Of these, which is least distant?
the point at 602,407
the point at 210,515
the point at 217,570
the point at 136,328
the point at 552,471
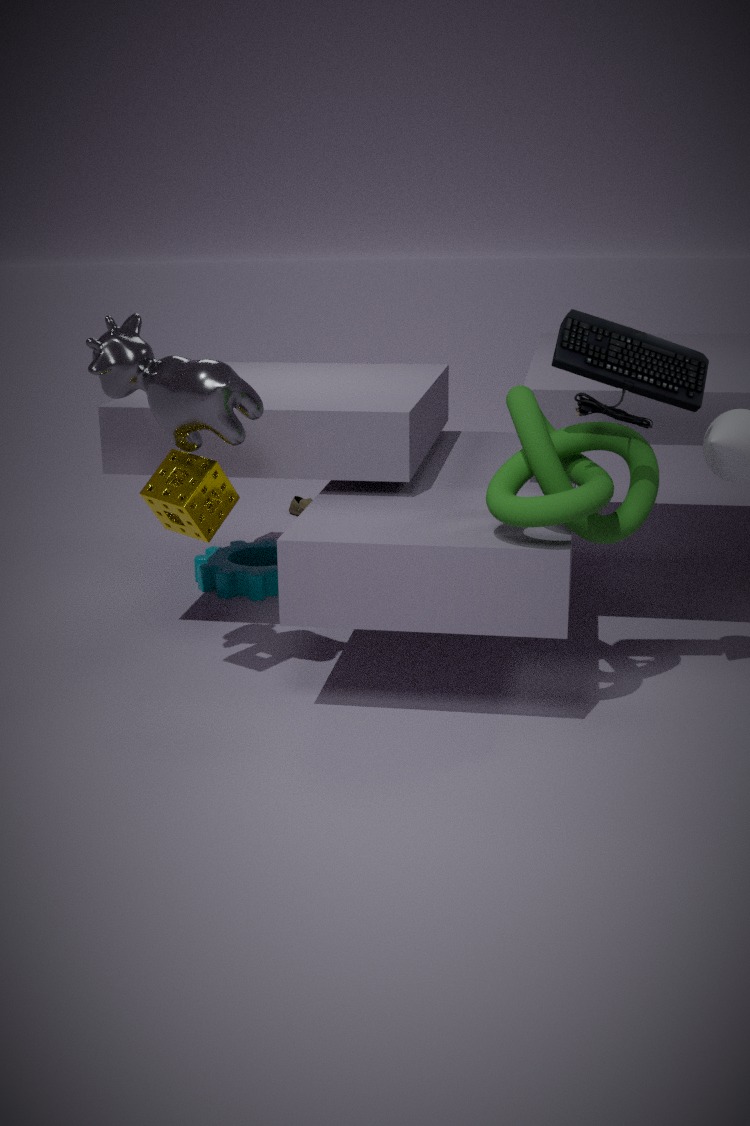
the point at 602,407
